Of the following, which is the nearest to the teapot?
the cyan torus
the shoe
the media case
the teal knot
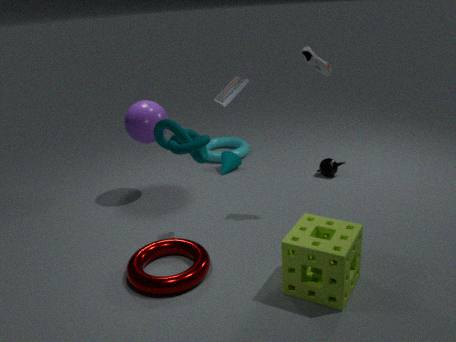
the cyan torus
